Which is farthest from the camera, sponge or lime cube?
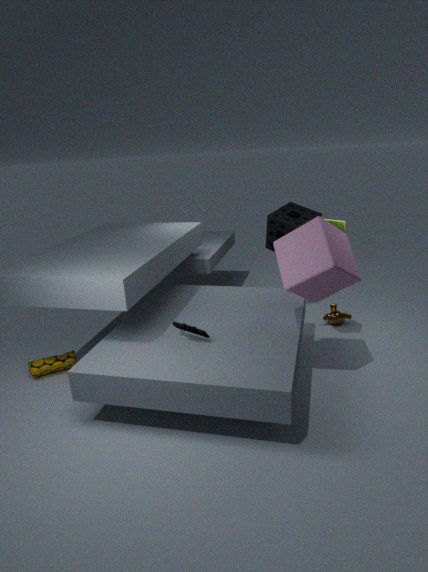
sponge
